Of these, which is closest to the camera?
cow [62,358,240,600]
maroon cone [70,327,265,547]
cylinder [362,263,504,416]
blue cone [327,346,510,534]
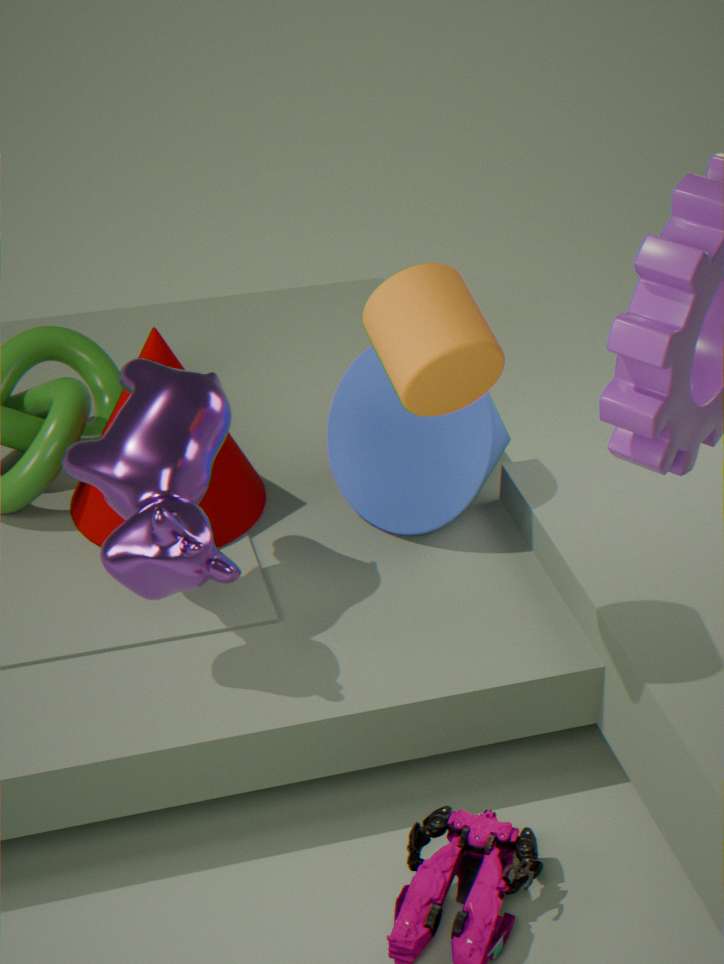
cylinder [362,263,504,416]
